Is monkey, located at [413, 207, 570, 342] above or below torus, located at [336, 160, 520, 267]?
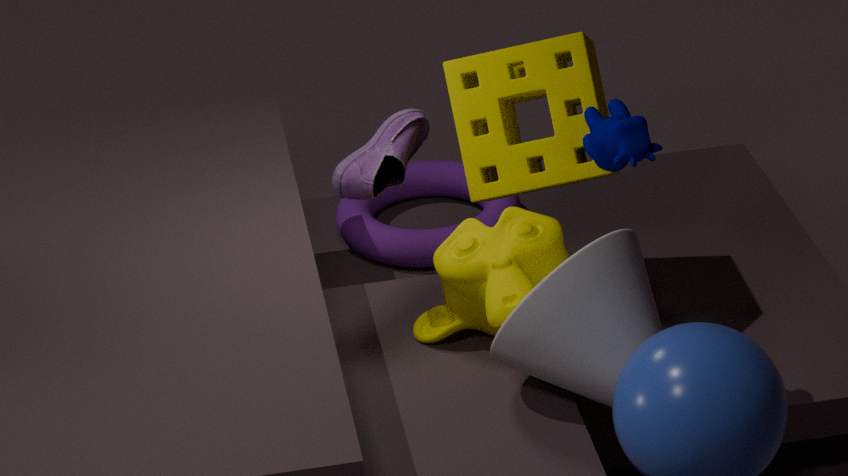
above
